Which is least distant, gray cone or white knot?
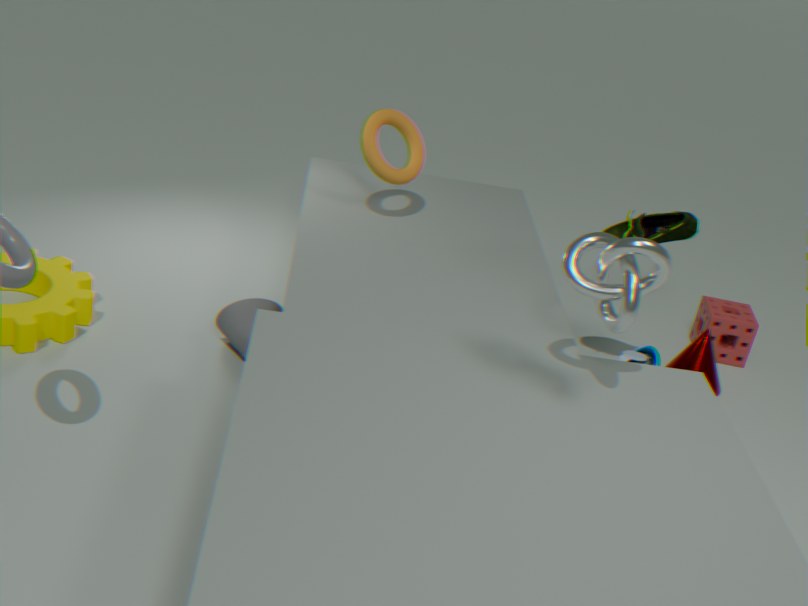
white knot
